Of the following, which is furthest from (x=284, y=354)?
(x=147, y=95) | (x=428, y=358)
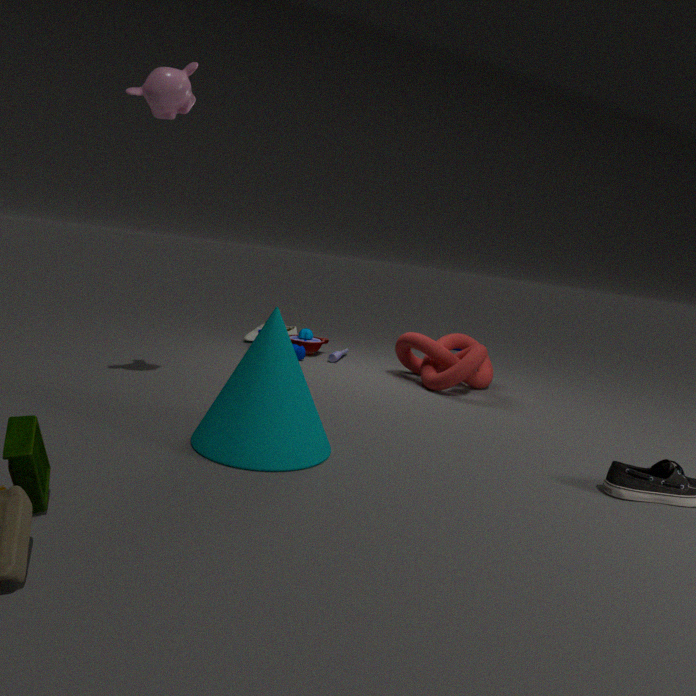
(x=428, y=358)
